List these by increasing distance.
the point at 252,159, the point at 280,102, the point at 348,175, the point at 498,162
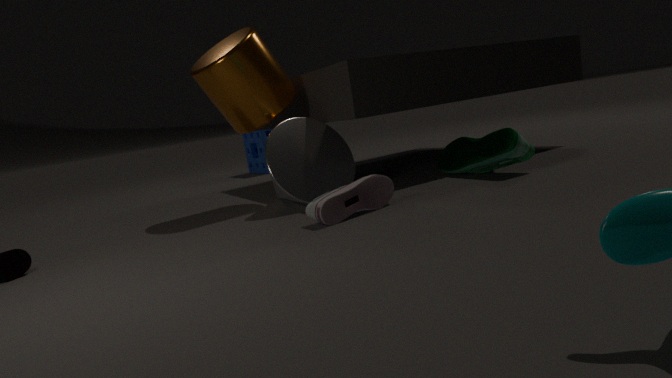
the point at 498,162, the point at 348,175, the point at 280,102, the point at 252,159
